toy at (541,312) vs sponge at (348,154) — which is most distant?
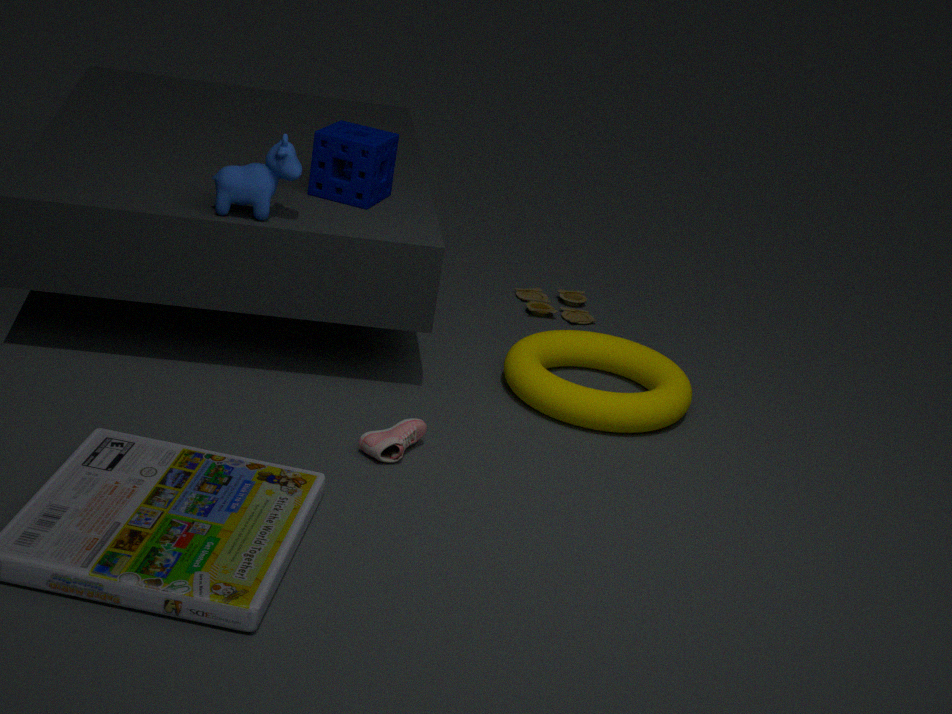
toy at (541,312)
